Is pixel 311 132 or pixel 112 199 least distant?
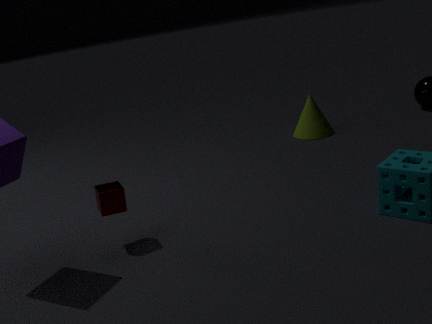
pixel 112 199
